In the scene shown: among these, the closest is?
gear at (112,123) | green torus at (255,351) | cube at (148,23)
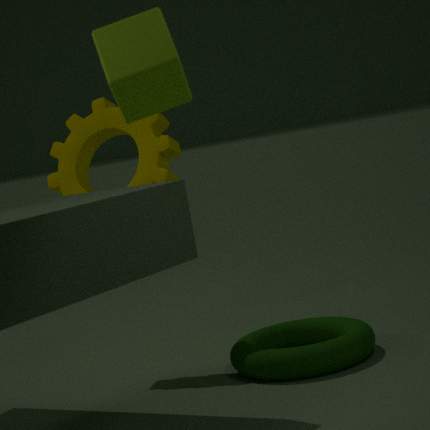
cube at (148,23)
